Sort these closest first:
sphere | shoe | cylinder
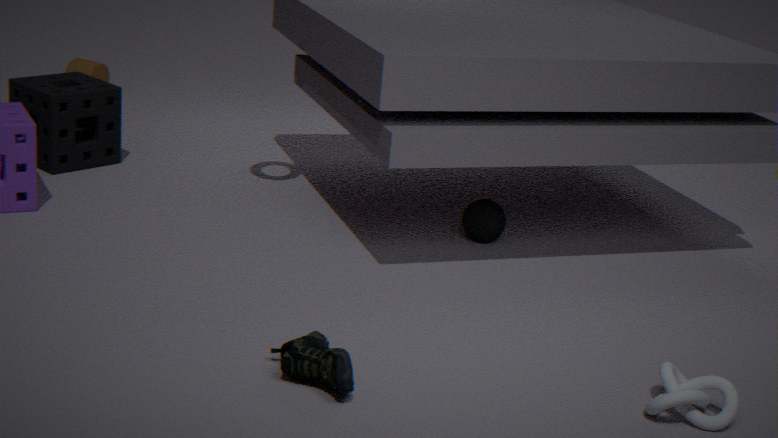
shoe, sphere, cylinder
